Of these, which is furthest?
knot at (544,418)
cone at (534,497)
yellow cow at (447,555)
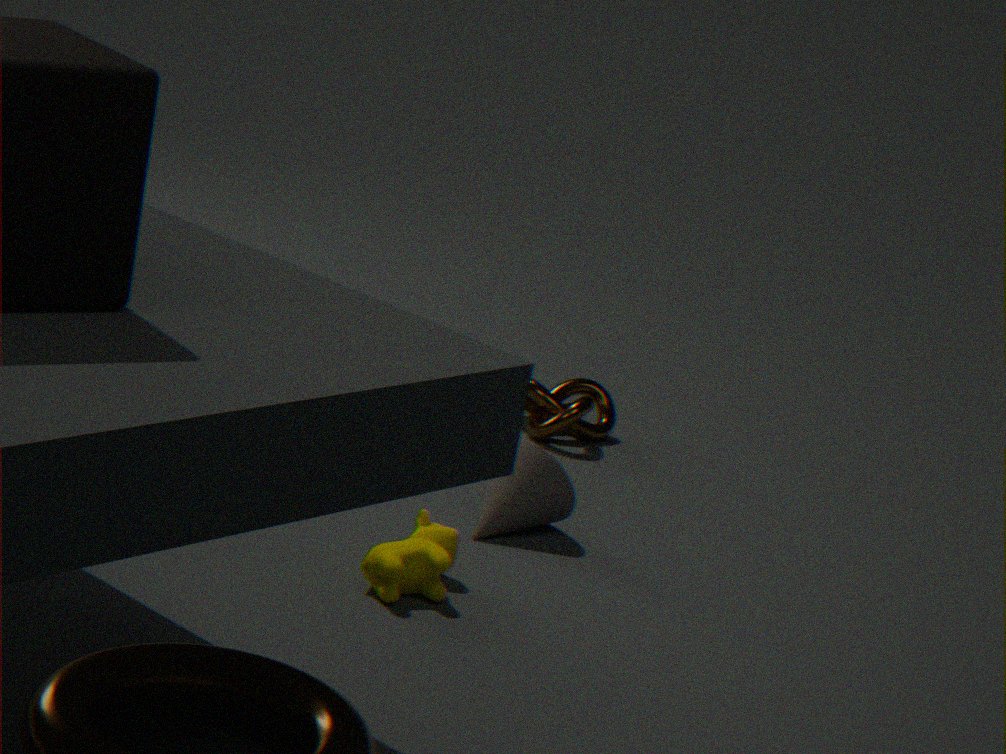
knot at (544,418)
